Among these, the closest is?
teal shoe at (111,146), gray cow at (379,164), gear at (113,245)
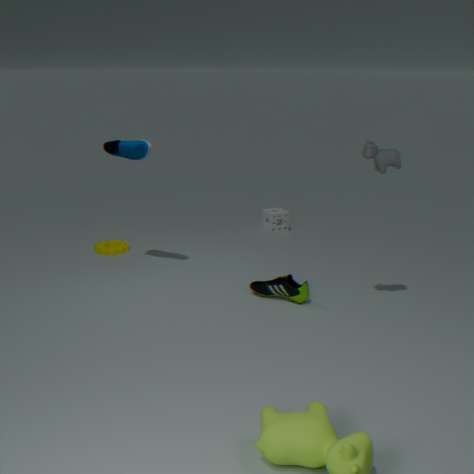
gray cow at (379,164)
